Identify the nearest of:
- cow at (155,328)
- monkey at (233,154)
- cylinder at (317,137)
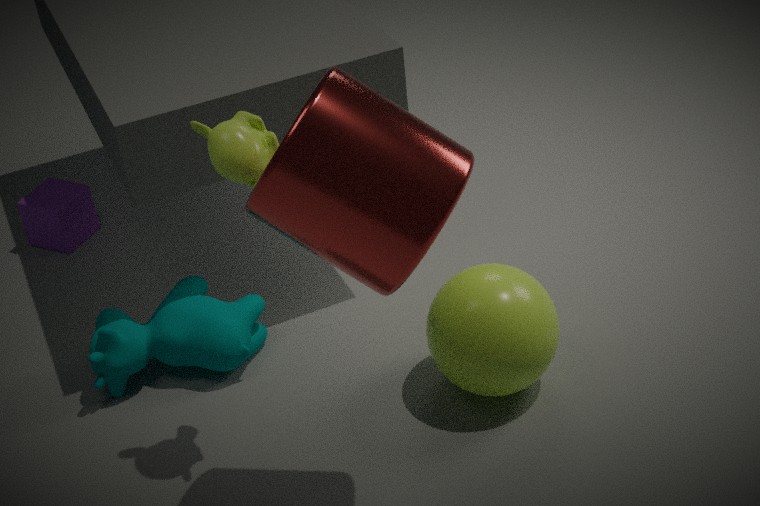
cylinder at (317,137)
